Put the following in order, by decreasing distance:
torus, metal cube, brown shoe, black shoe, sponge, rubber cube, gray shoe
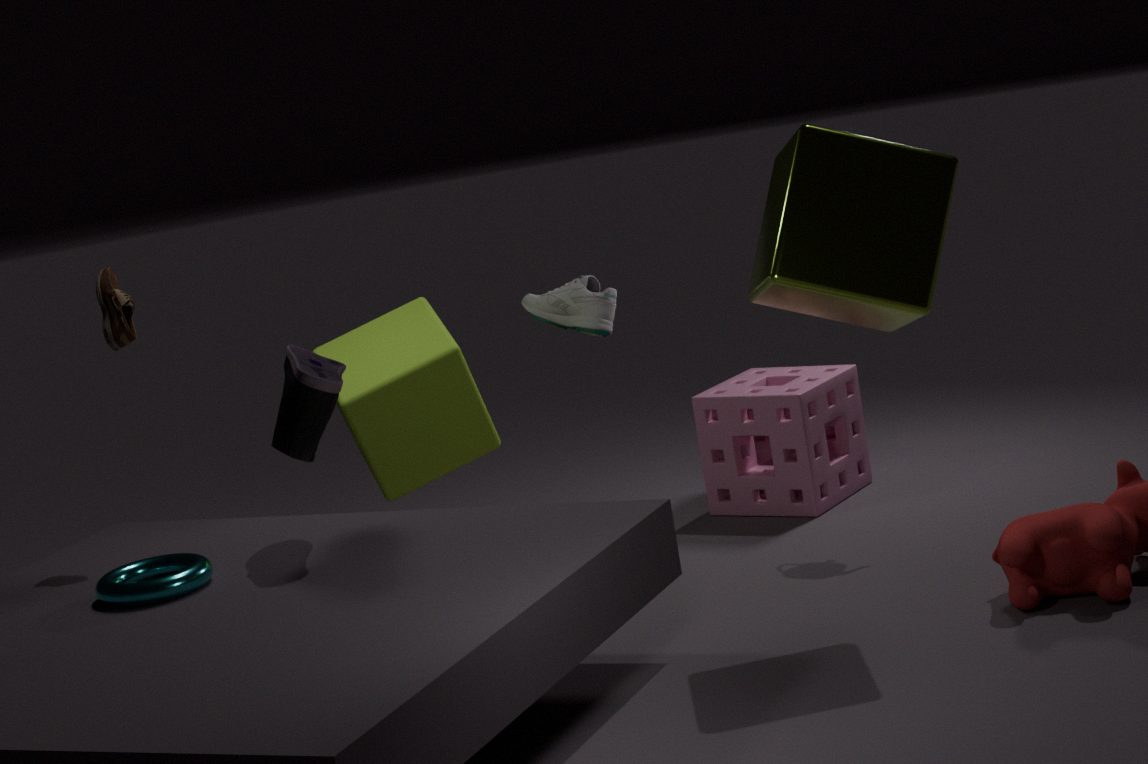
1. gray shoe
2. sponge
3. rubber cube
4. brown shoe
5. black shoe
6. torus
7. metal cube
